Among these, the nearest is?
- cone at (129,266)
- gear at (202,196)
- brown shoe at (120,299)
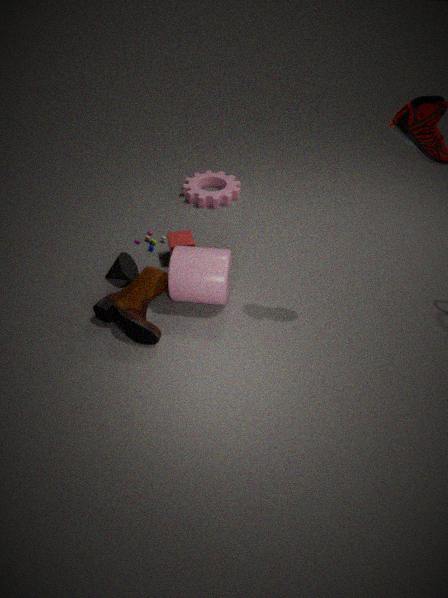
brown shoe at (120,299)
